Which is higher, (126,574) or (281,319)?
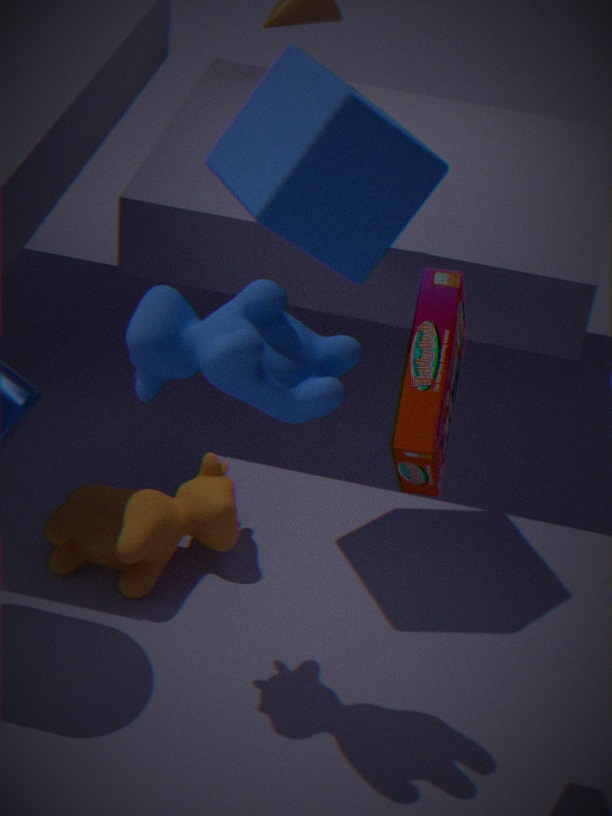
(281,319)
